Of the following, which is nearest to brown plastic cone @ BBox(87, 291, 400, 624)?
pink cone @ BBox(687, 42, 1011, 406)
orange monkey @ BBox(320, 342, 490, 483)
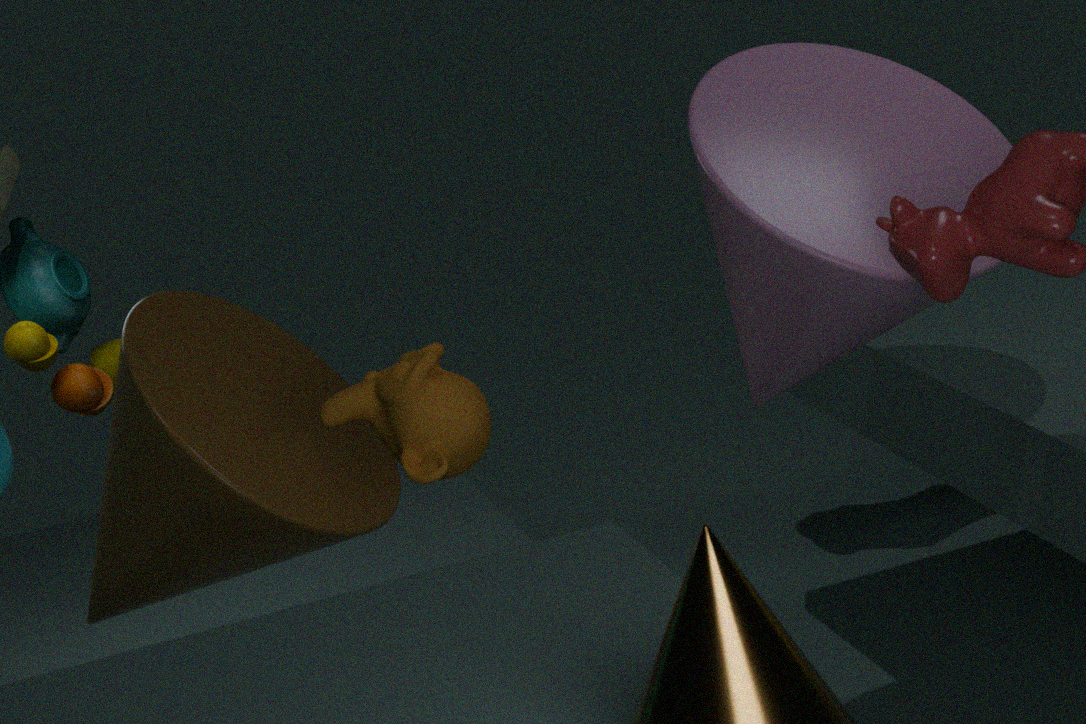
orange monkey @ BBox(320, 342, 490, 483)
